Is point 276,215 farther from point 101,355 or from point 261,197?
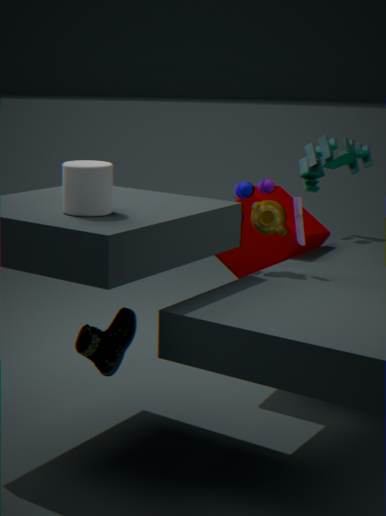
point 101,355
